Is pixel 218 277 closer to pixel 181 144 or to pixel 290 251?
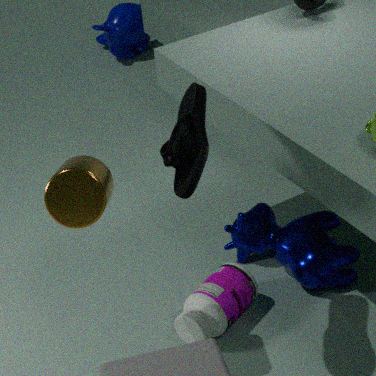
pixel 290 251
